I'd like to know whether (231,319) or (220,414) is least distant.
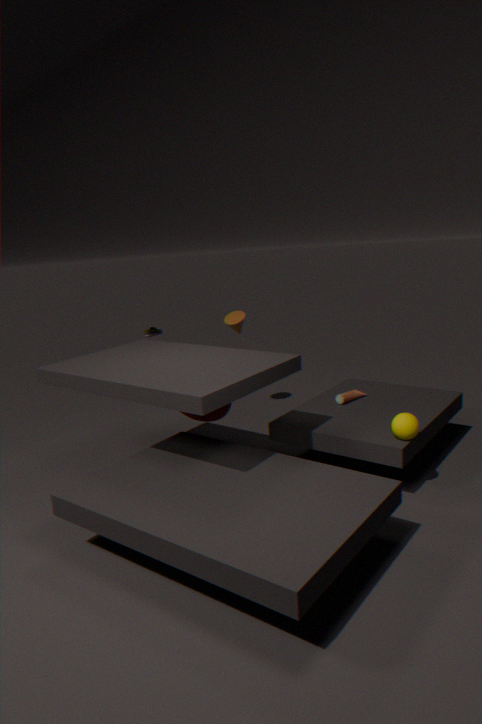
(220,414)
